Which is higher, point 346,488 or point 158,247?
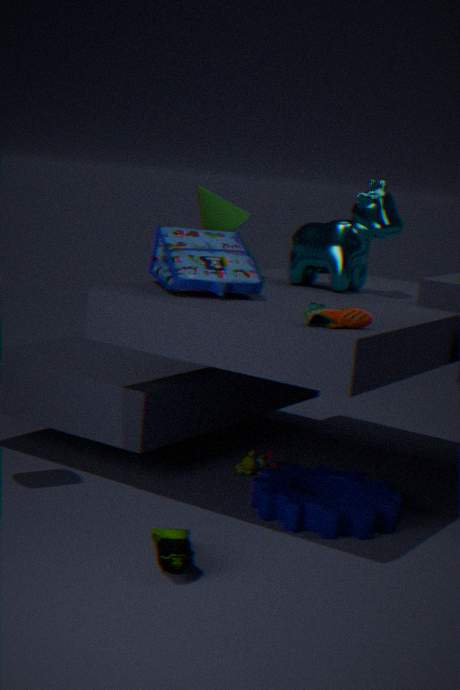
point 158,247
